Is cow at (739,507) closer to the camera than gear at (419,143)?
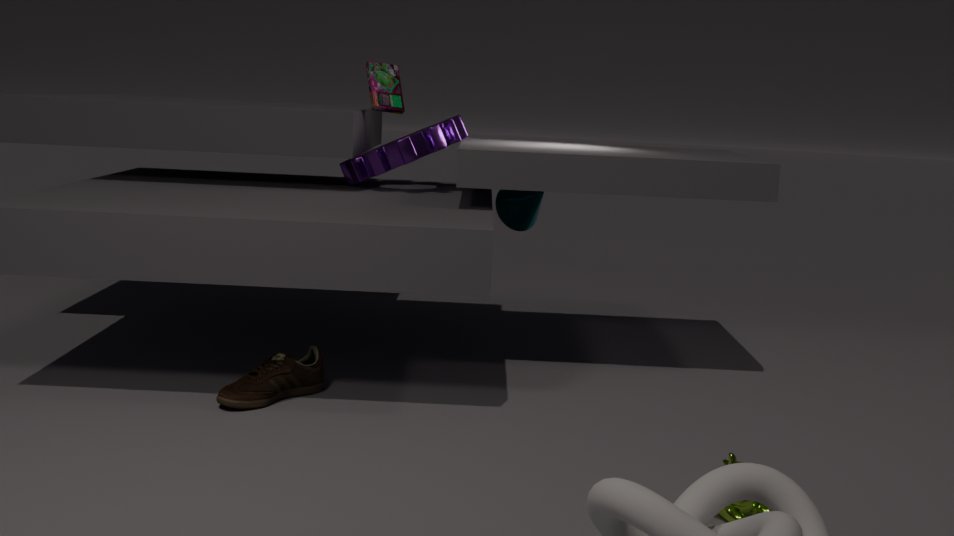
Yes
